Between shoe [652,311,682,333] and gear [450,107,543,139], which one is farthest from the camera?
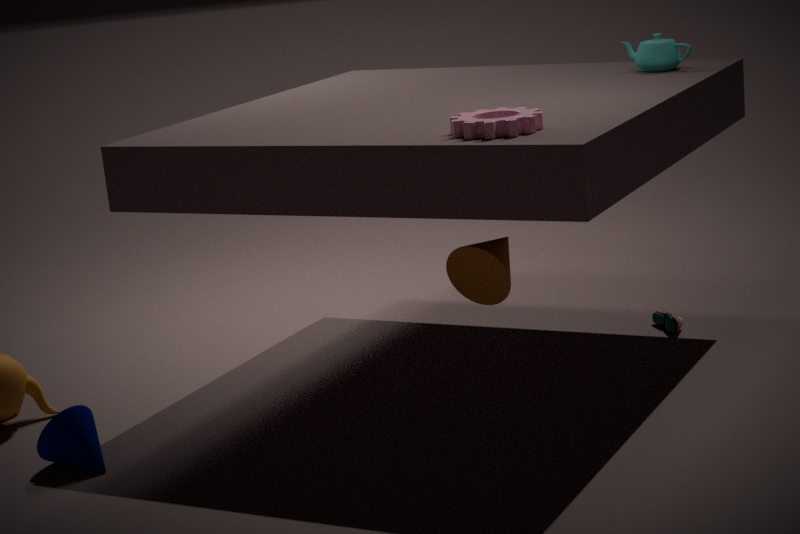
shoe [652,311,682,333]
